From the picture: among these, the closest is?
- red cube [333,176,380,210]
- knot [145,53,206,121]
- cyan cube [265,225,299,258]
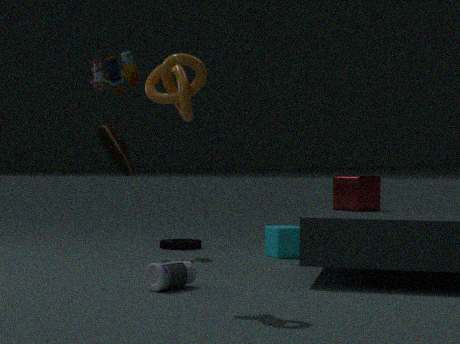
knot [145,53,206,121]
